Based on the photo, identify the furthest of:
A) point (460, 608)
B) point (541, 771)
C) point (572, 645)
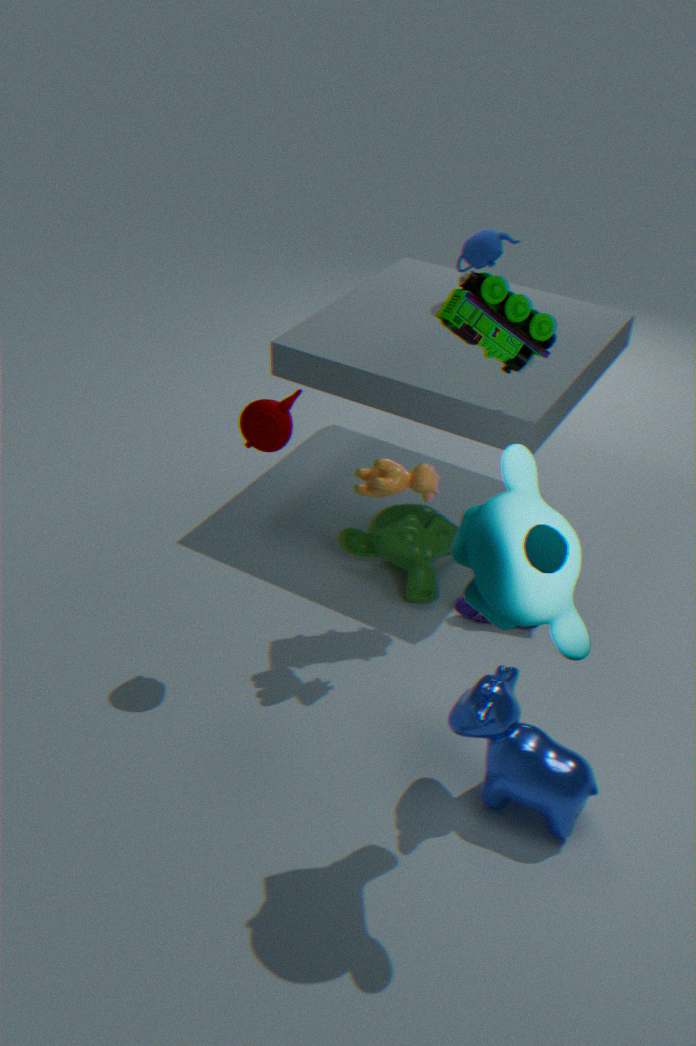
point (460, 608)
